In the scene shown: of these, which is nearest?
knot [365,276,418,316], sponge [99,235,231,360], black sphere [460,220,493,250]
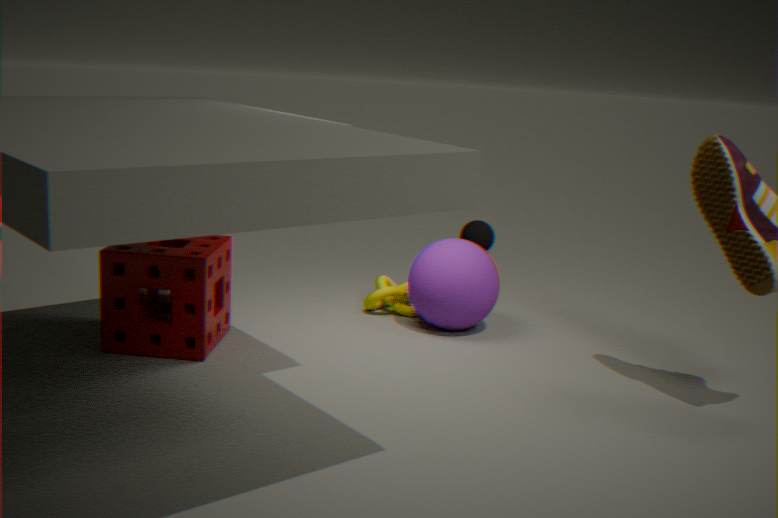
sponge [99,235,231,360]
